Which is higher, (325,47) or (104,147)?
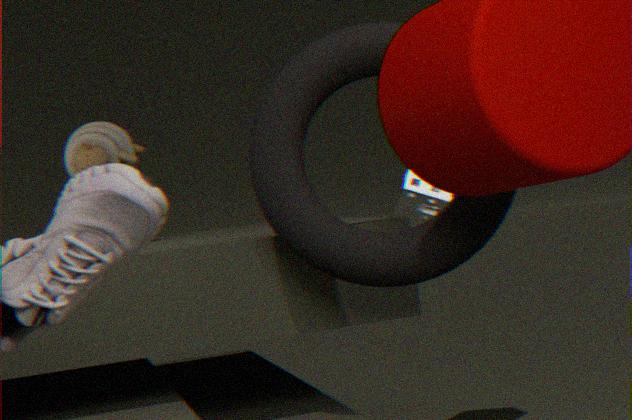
(104,147)
